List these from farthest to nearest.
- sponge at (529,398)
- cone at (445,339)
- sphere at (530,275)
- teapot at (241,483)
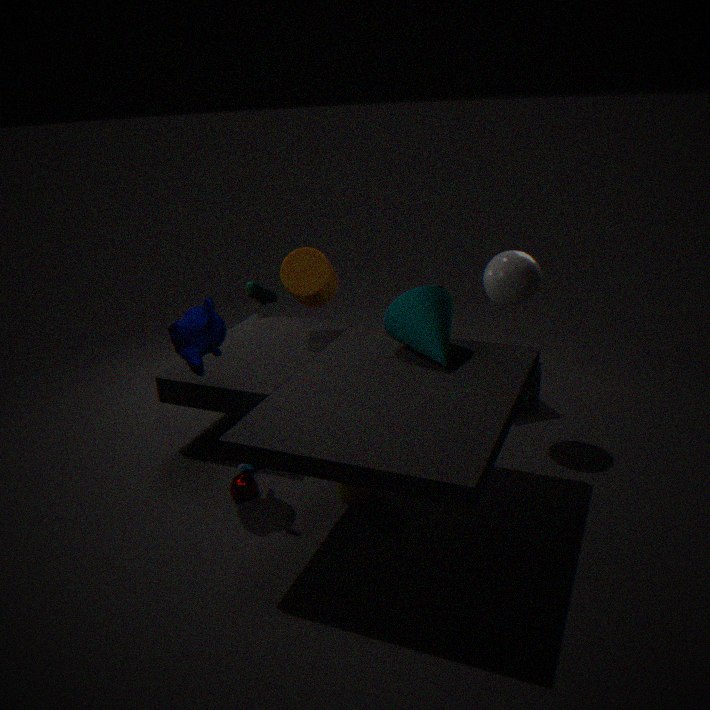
sponge at (529,398)
sphere at (530,275)
teapot at (241,483)
cone at (445,339)
